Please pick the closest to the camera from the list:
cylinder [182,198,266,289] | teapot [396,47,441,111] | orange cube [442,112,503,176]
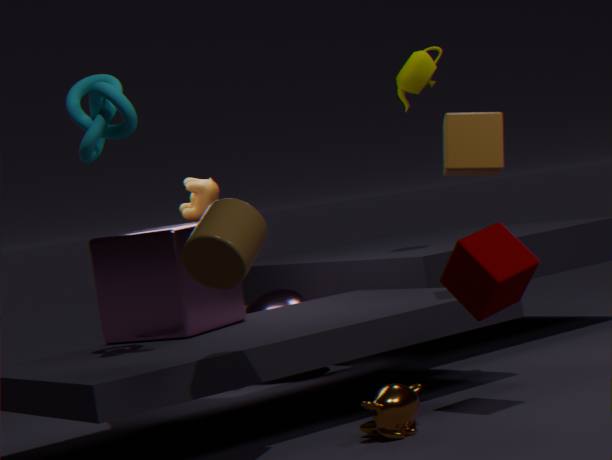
cylinder [182,198,266,289]
